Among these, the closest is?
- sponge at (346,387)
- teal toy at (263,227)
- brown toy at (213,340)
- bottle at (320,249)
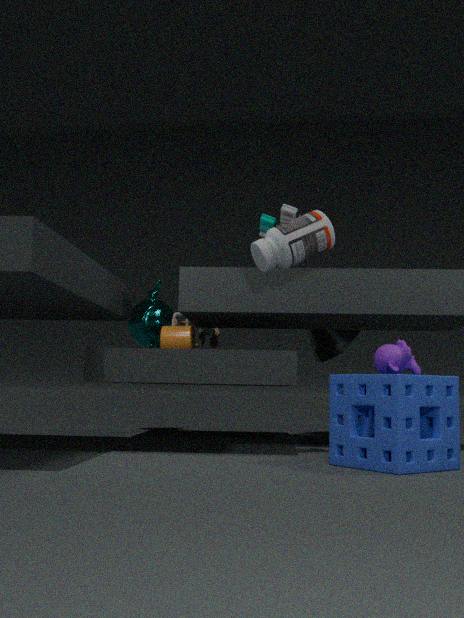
sponge at (346,387)
